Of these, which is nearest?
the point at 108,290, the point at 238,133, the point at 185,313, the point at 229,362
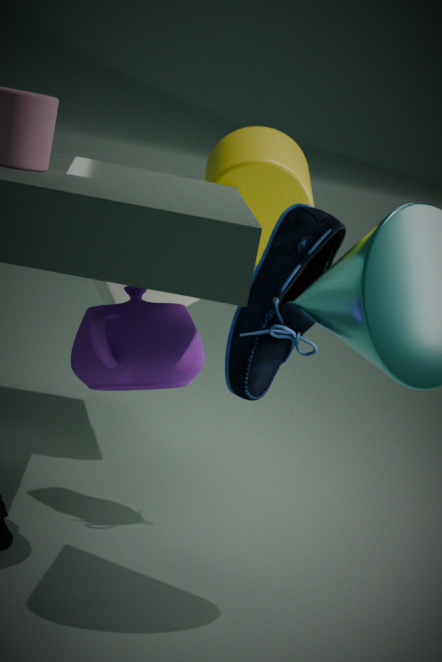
the point at 185,313
